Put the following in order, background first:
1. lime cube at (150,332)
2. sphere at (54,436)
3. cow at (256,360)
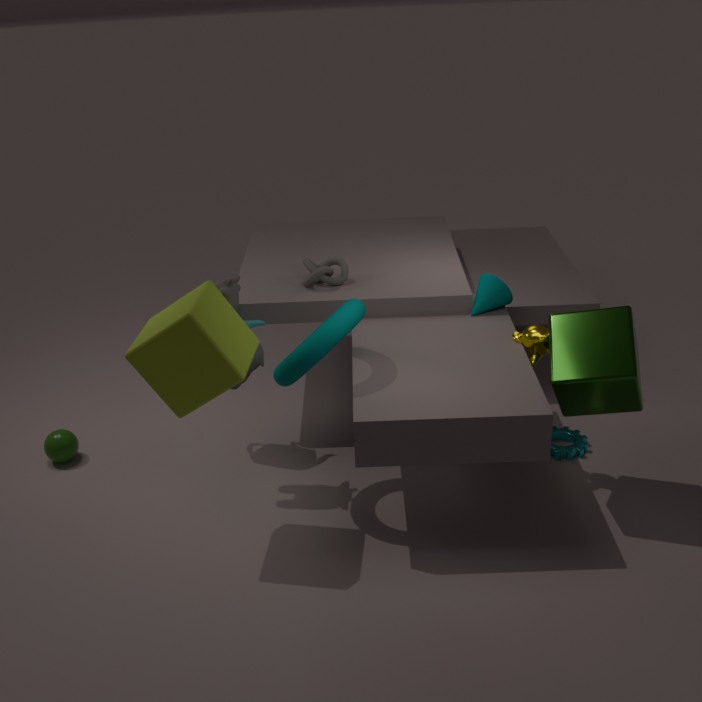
sphere at (54,436) < cow at (256,360) < lime cube at (150,332)
